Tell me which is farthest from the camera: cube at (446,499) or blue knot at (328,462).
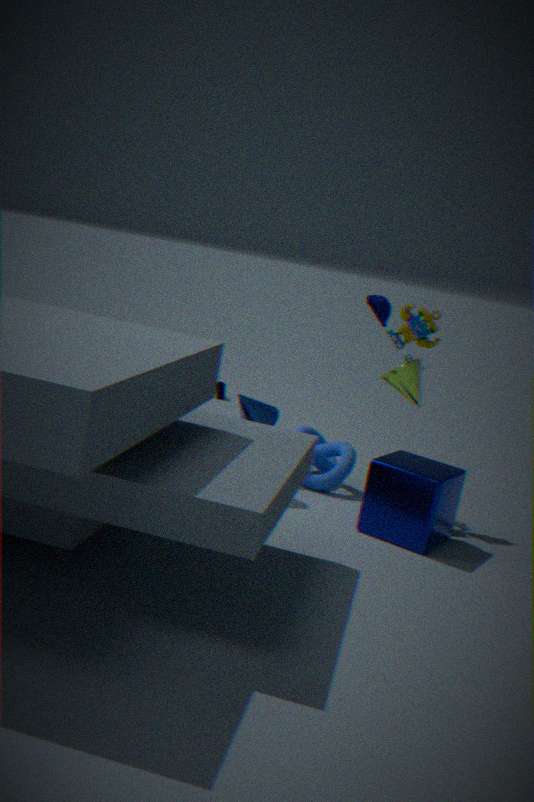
blue knot at (328,462)
